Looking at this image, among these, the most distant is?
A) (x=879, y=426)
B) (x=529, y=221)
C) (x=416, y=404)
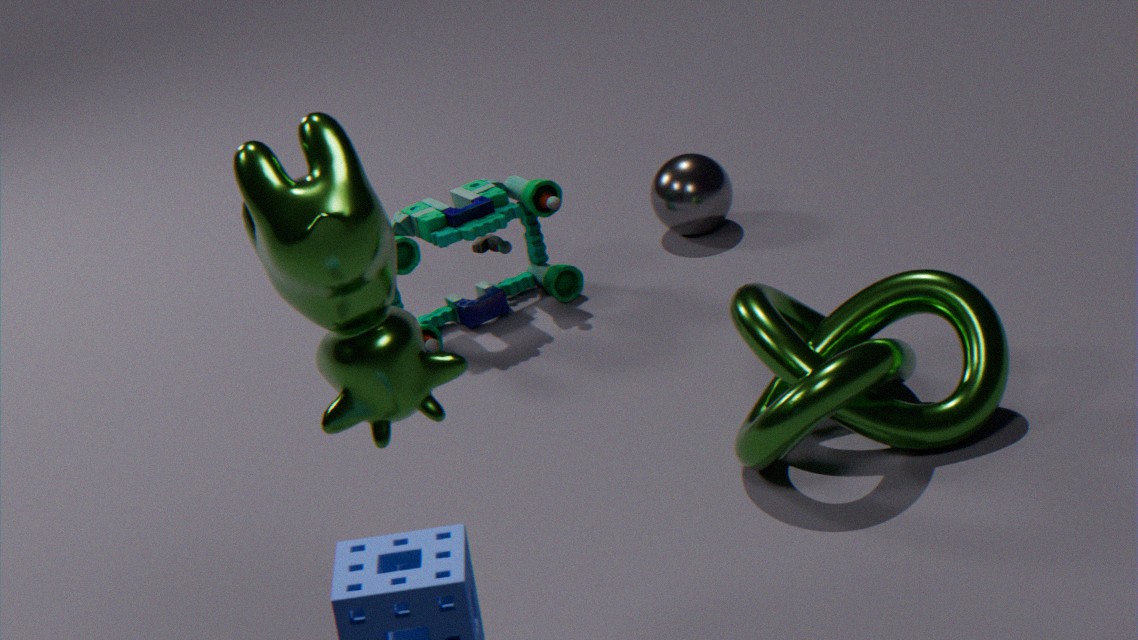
(x=529, y=221)
